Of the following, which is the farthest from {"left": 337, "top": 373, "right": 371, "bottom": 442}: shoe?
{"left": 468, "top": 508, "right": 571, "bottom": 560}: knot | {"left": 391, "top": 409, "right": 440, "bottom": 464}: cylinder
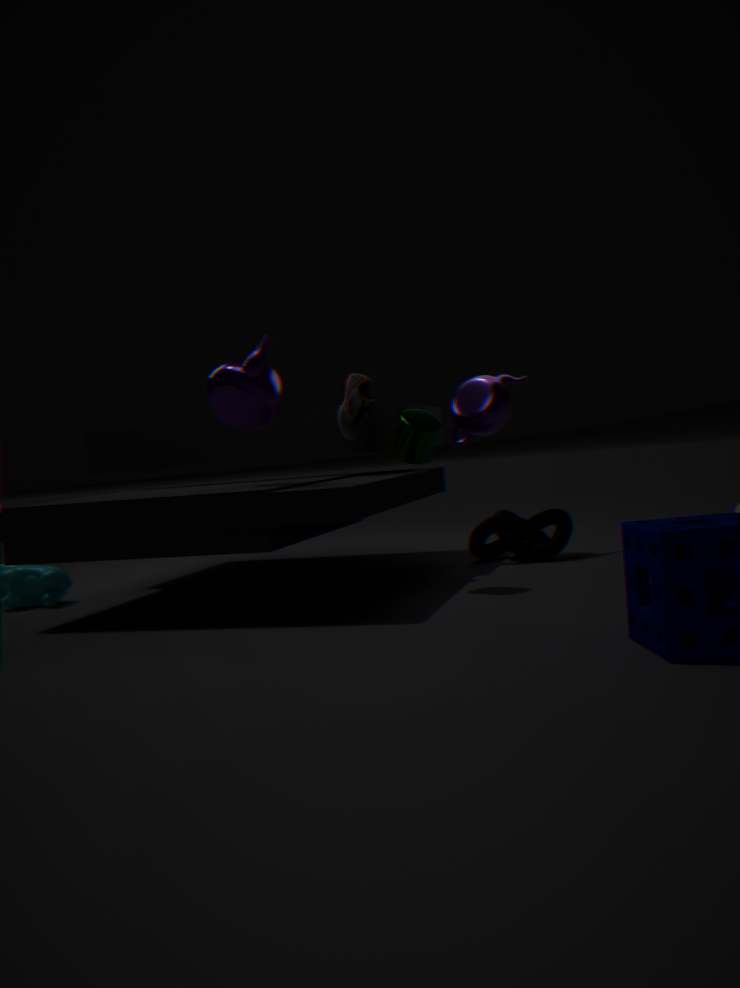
{"left": 468, "top": 508, "right": 571, "bottom": 560}: knot
